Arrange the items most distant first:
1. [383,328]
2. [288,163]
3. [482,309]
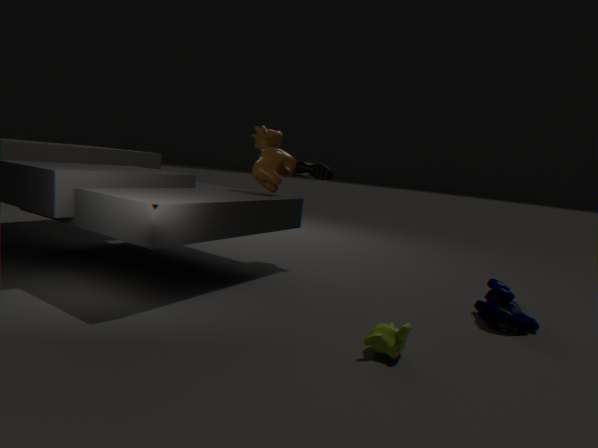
[288,163] → [482,309] → [383,328]
